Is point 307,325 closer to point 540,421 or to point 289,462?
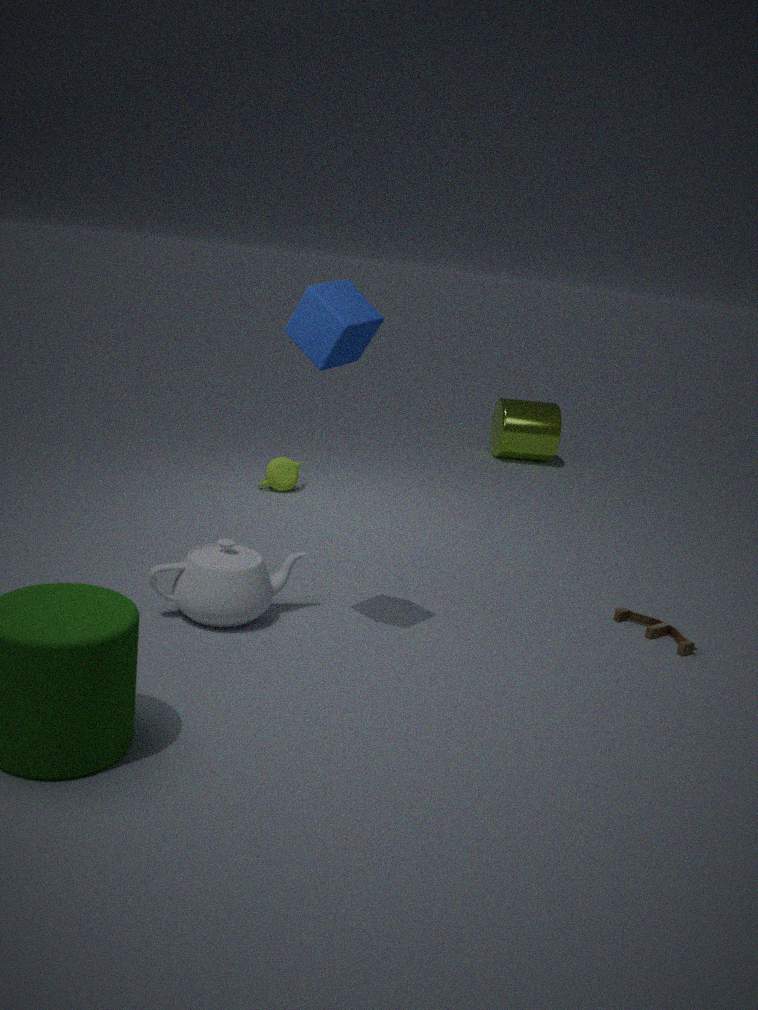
point 289,462
